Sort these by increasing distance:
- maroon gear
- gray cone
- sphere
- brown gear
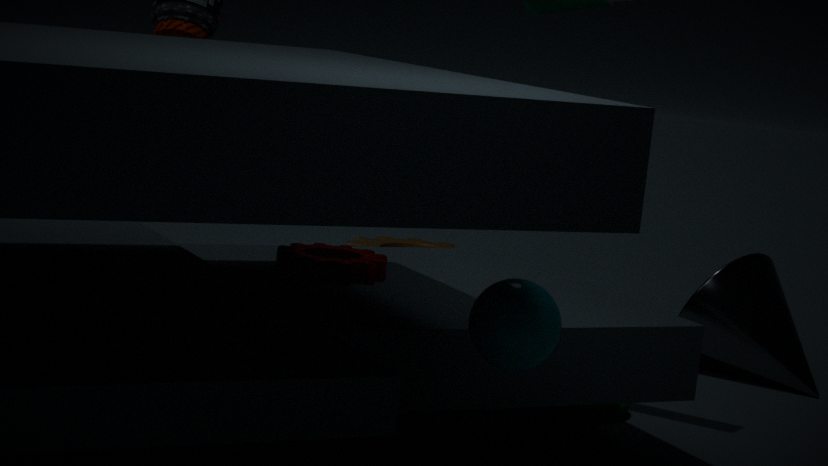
sphere < maroon gear < gray cone < brown gear
